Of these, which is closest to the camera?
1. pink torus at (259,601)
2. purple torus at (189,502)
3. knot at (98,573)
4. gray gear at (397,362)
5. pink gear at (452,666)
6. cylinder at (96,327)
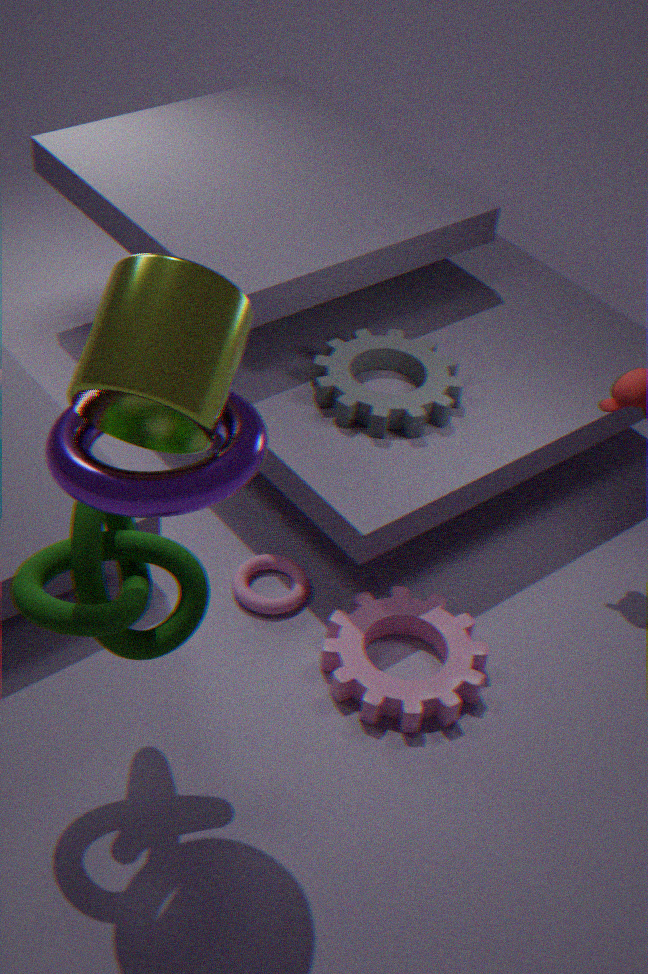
cylinder at (96,327)
